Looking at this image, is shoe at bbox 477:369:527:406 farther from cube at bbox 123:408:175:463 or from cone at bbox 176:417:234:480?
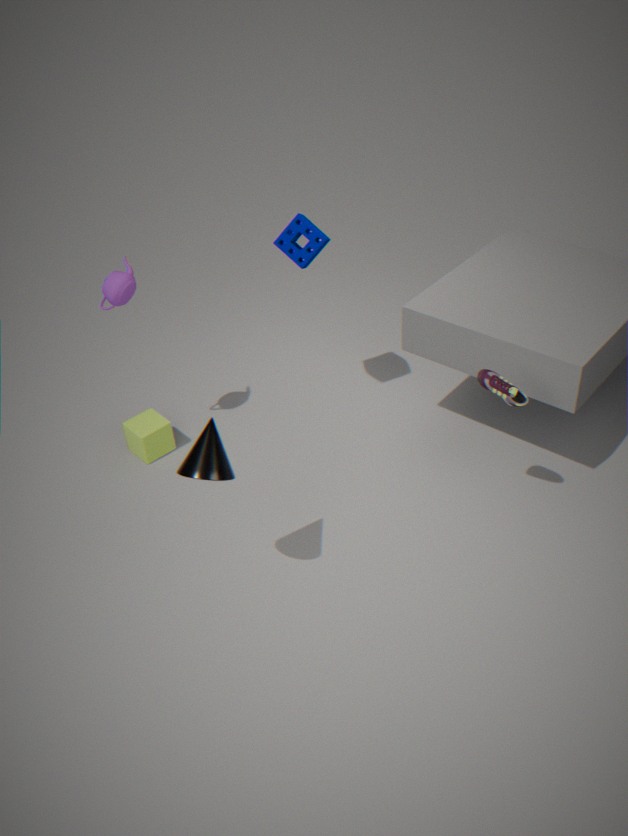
cube at bbox 123:408:175:463
